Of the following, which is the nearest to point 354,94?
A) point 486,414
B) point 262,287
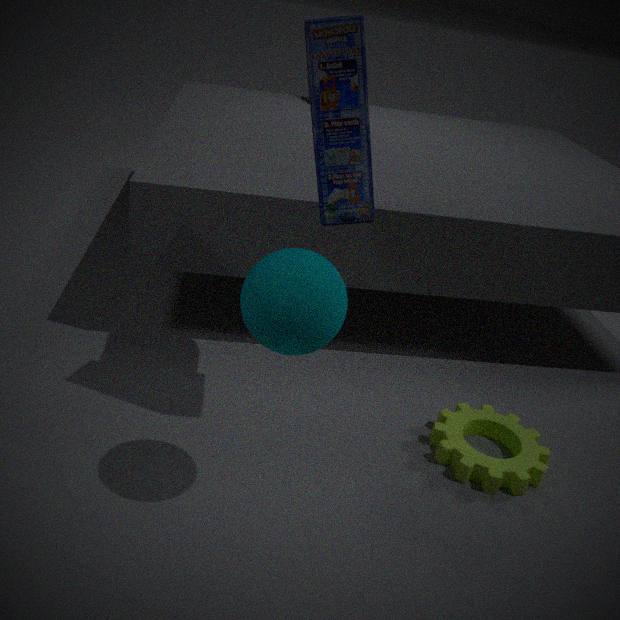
point 262,287
